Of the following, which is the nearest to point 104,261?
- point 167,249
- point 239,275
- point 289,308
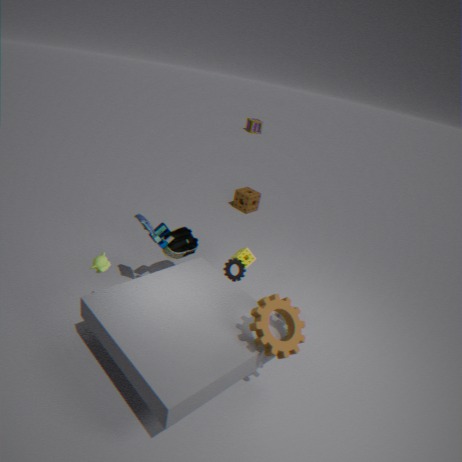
point 167,249
